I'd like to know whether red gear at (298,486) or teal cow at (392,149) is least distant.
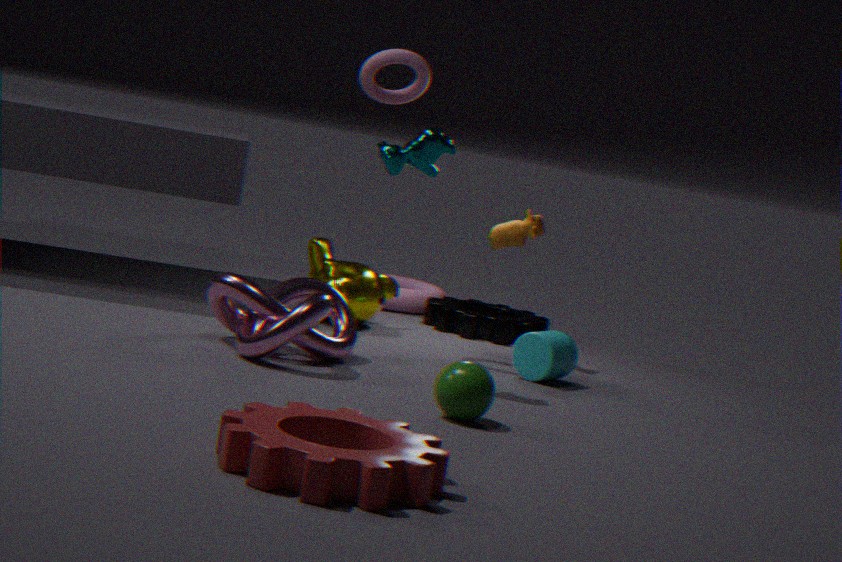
red gear at (298,486)
